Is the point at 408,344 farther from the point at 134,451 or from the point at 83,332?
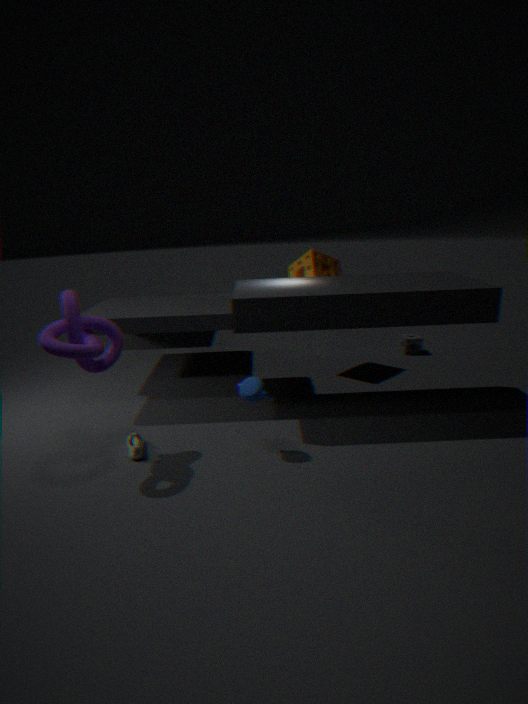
the point at 83,332
